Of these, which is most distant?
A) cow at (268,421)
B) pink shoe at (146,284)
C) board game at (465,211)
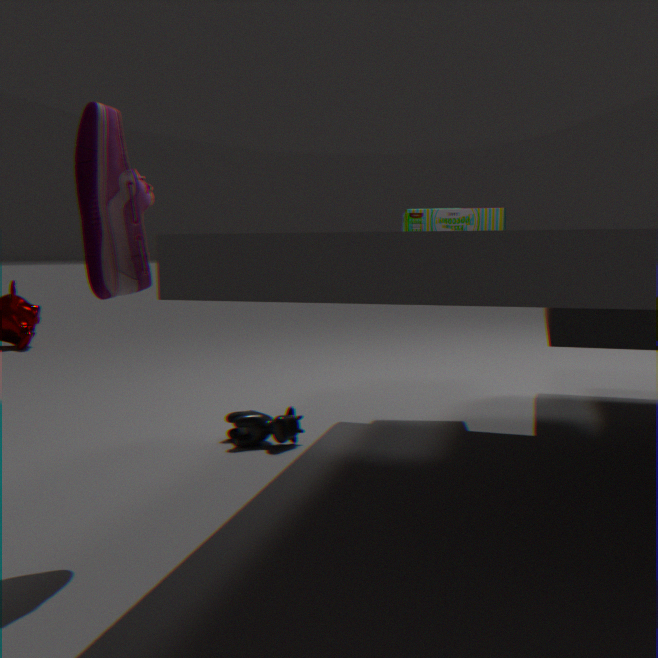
board game at (465,211)
